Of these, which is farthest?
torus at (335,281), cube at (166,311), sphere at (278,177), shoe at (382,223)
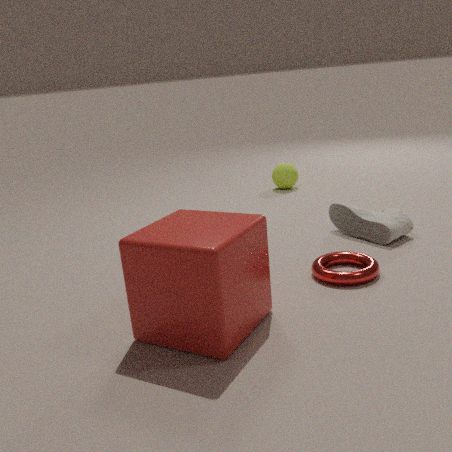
sphere at (278,177)
